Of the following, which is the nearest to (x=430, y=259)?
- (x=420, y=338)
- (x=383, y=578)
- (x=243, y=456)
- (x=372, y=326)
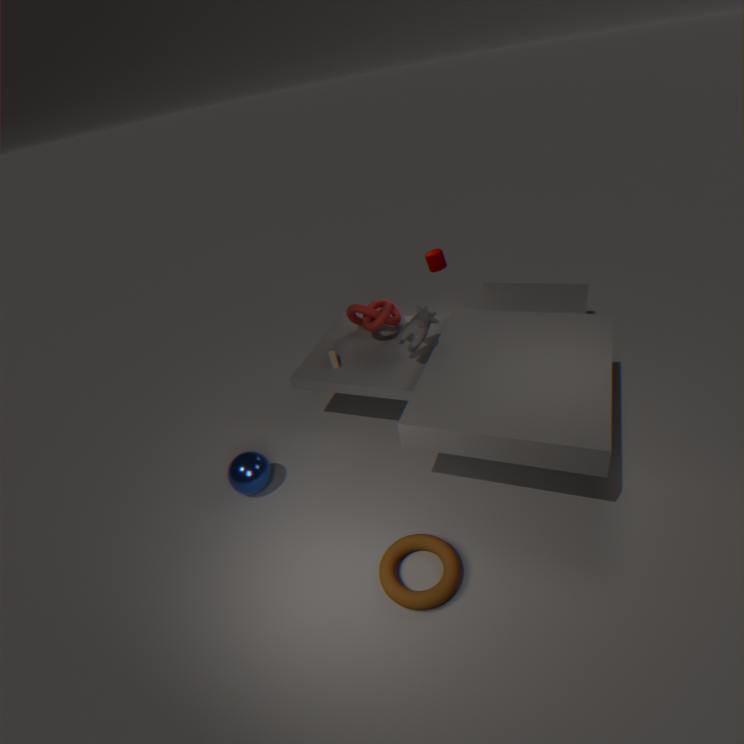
(x=372, y=326)
